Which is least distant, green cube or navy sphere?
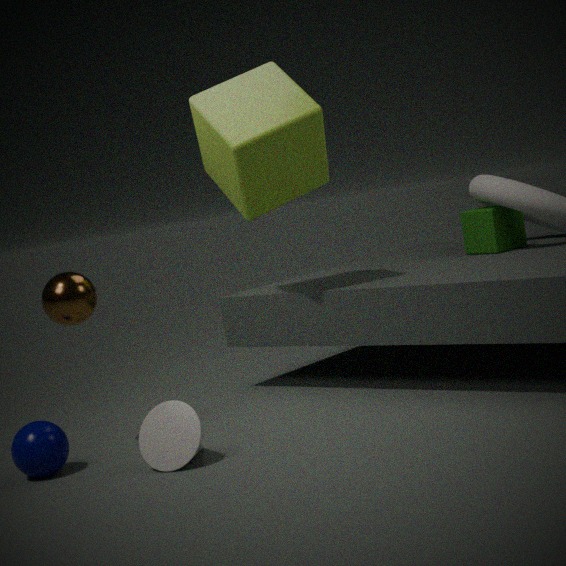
navy sphere
